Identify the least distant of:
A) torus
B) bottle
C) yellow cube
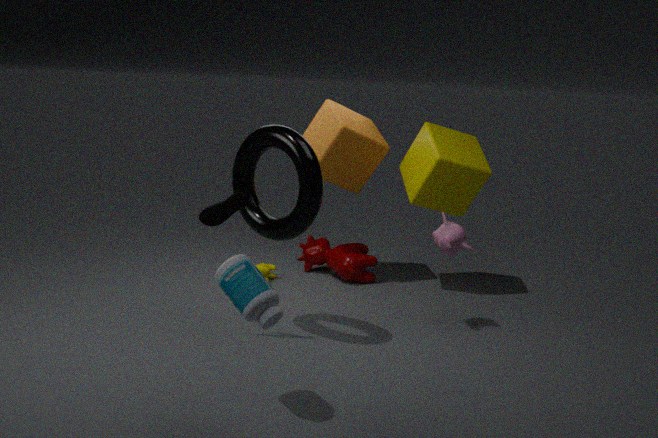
bottle
